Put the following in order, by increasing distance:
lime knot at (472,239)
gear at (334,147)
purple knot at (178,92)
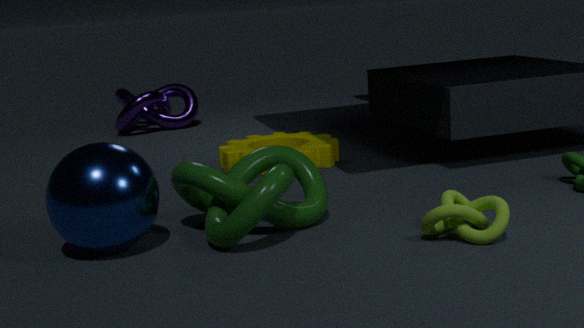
lime knot at (472,239) < gear at (334,147) < purple knot at (178,92)
